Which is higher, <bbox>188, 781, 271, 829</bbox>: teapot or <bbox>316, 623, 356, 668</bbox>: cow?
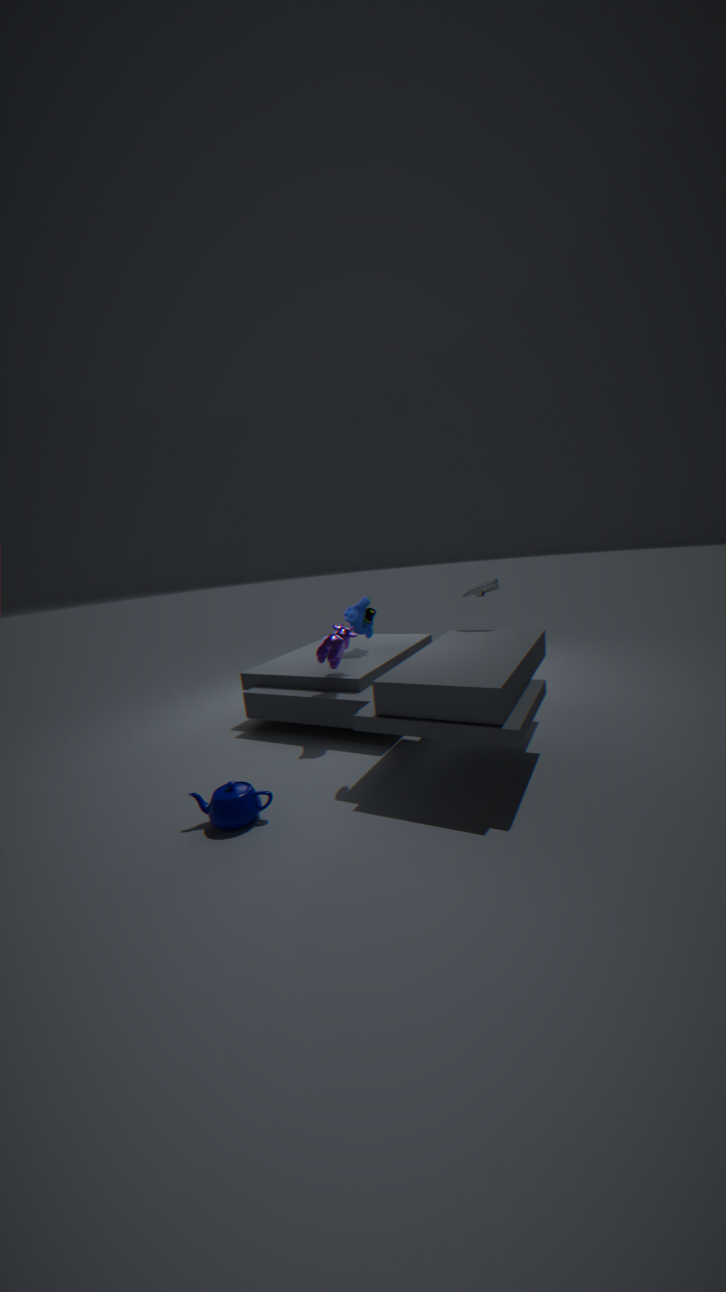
<bbox>316, 623, 356, 668</bbox>: cow
